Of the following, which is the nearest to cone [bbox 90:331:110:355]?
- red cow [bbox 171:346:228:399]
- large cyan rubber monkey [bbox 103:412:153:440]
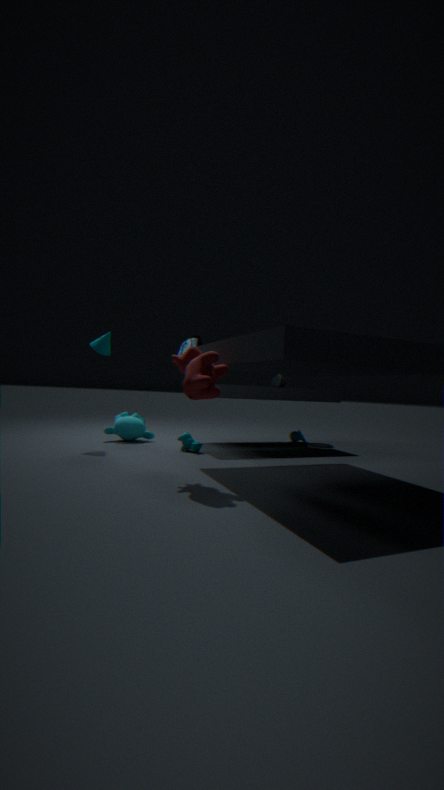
large cyan rubber monkey [bbox 103:412:153:440]
